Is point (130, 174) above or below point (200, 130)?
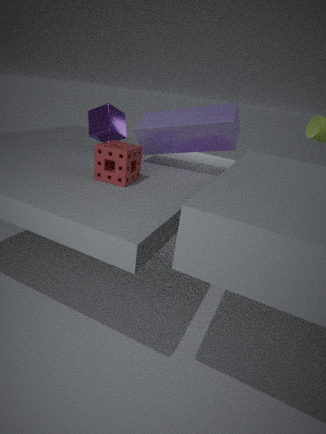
below
